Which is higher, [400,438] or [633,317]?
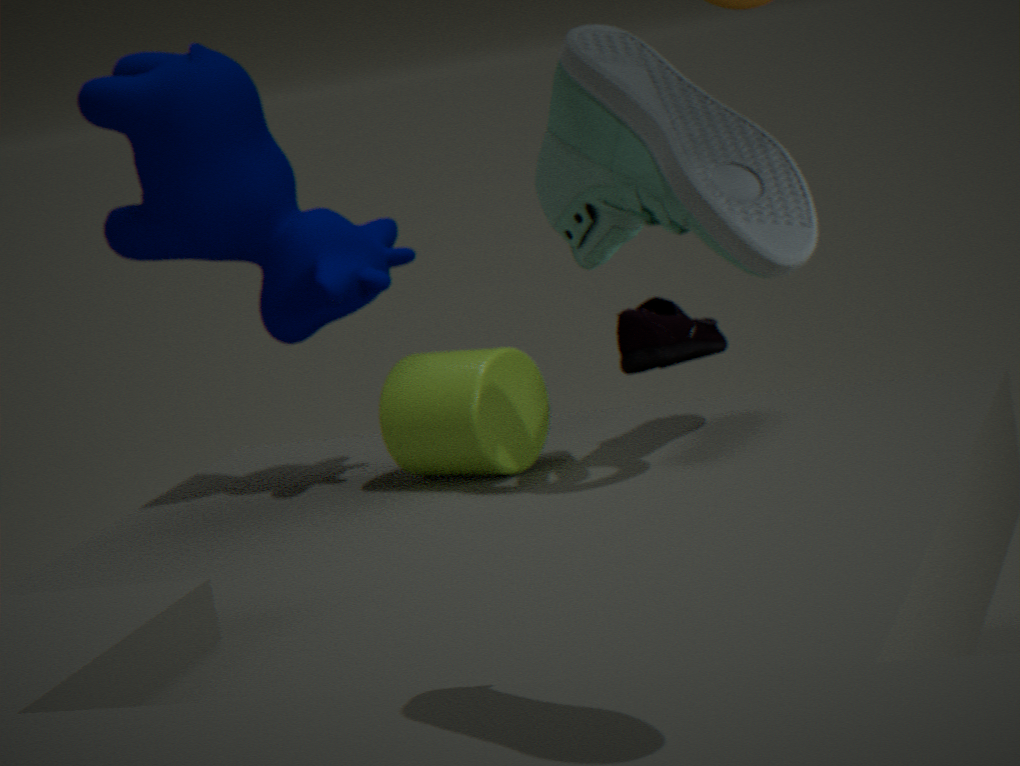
[633,317]
